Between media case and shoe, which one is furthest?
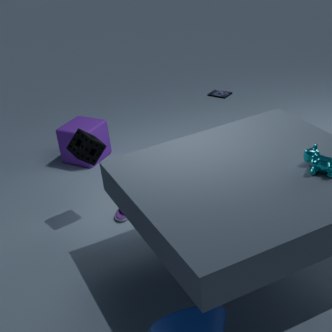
media case
